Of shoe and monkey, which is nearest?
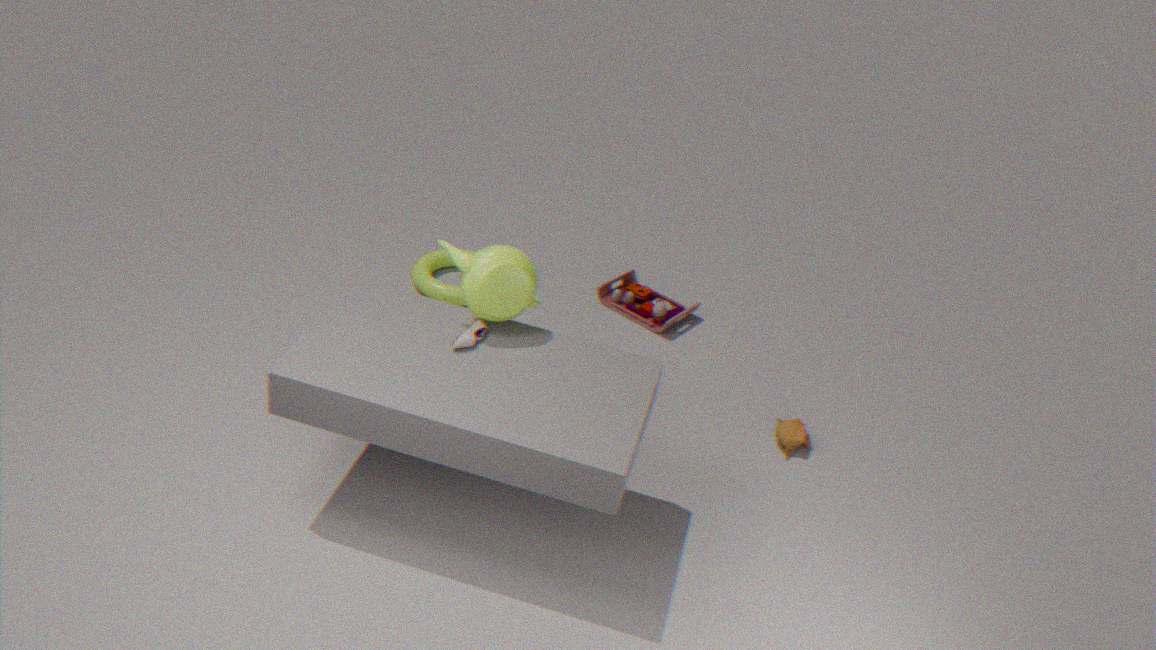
shoe
